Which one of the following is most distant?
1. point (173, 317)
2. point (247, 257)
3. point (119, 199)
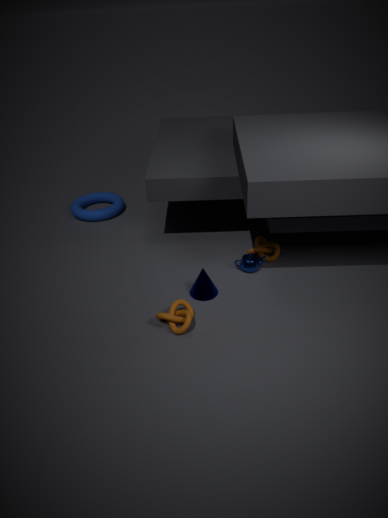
point (119, 199)
